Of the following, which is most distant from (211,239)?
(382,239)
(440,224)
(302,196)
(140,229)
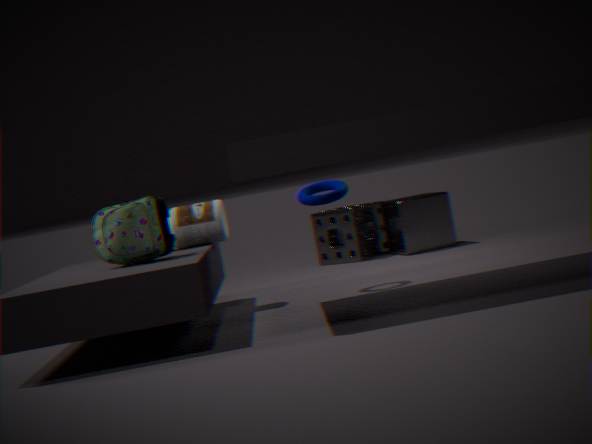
(440,224)
